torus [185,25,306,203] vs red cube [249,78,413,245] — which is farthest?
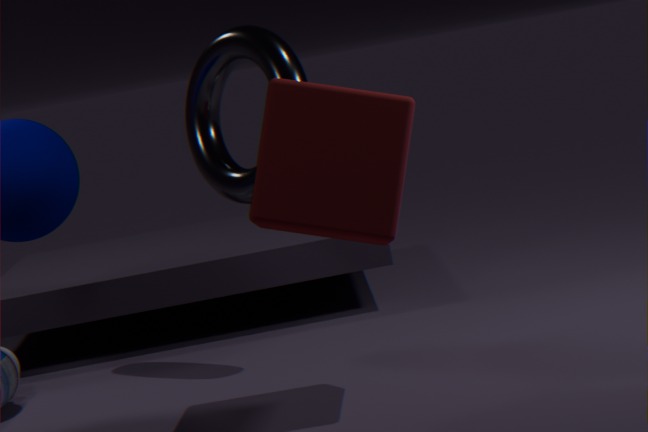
torus [185,25,306,203]
